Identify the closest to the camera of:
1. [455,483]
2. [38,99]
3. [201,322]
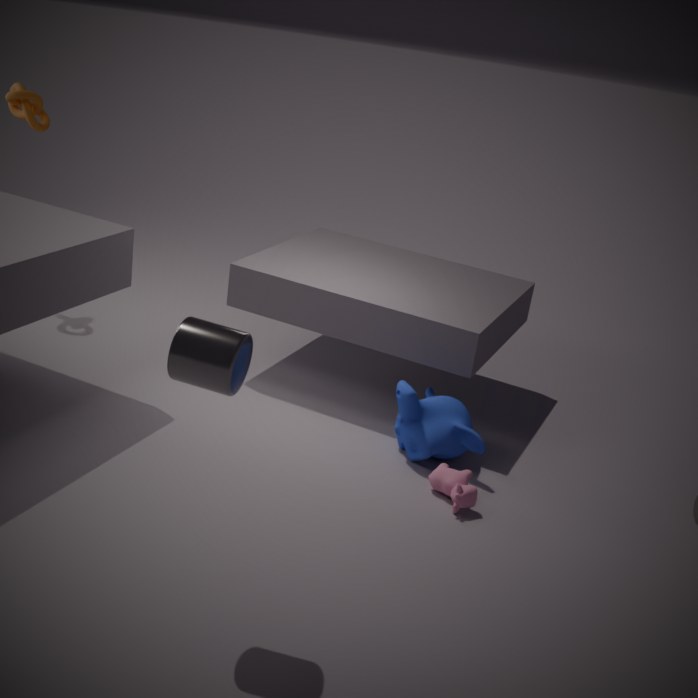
[201,322]
